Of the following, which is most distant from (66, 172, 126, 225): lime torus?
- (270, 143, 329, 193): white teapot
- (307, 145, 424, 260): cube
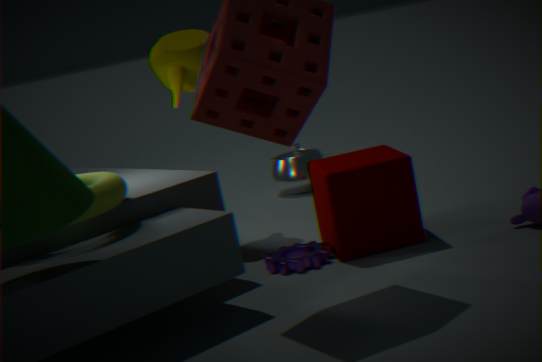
(270, 143, 329, 193): white teapot
